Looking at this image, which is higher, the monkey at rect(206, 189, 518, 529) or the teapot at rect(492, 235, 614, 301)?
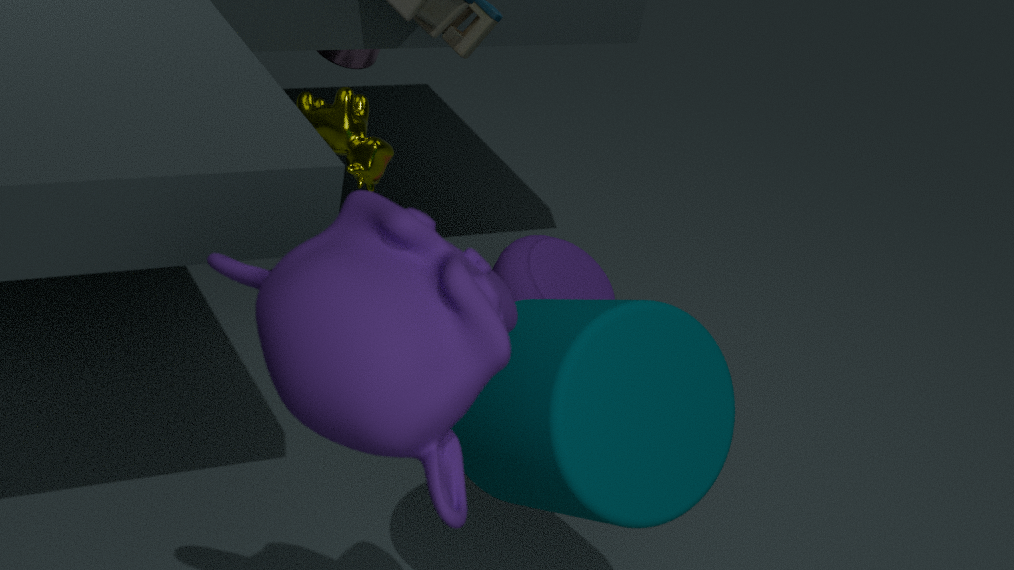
the monkey at rect(206, 189, 518, 529)
